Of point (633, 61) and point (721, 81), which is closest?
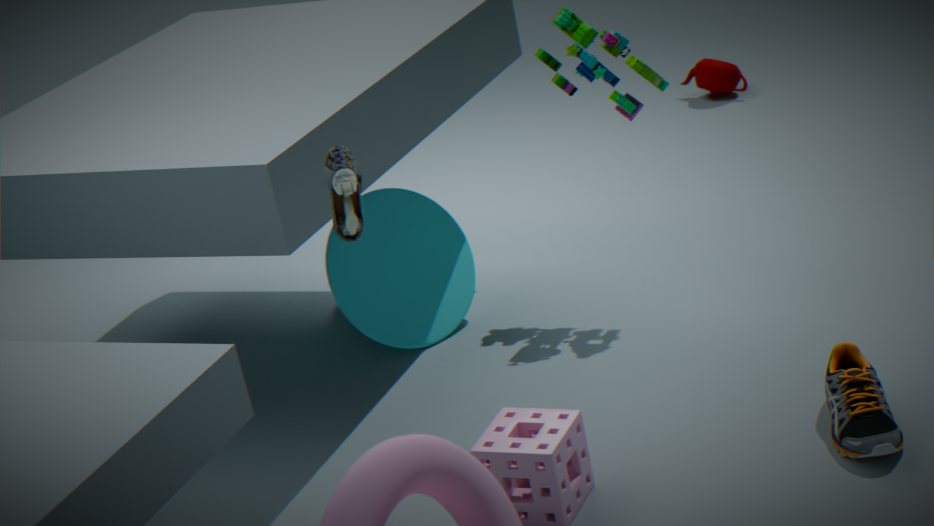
point (633, 61)
